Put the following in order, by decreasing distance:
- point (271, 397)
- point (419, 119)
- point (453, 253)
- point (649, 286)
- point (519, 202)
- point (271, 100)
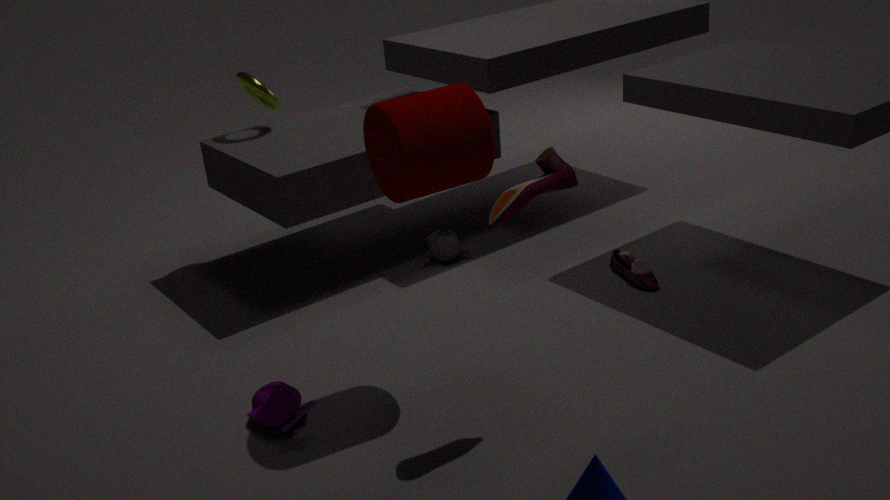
point (271, 100), point (453, 253), point (649, 286), point (271, 397), point (419, 119), point (519, 202)
